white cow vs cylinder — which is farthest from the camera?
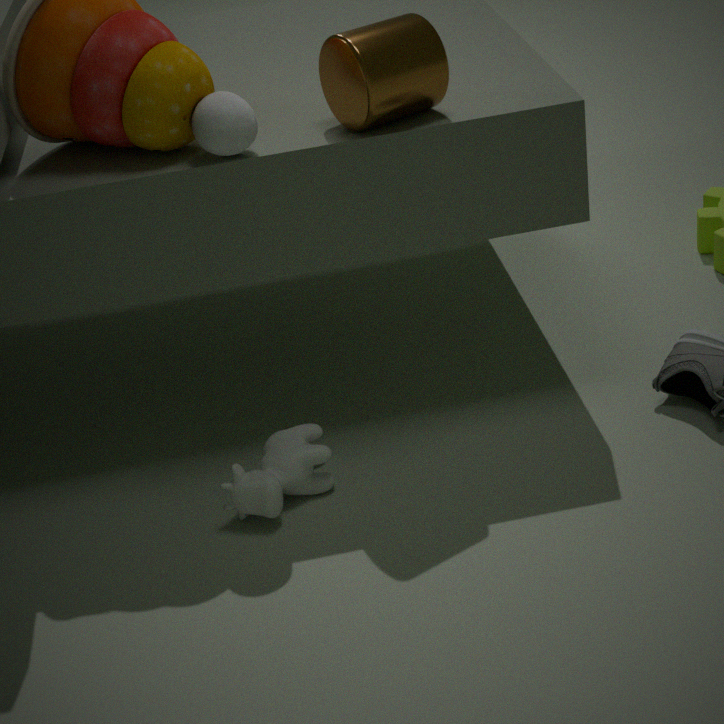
white cow
